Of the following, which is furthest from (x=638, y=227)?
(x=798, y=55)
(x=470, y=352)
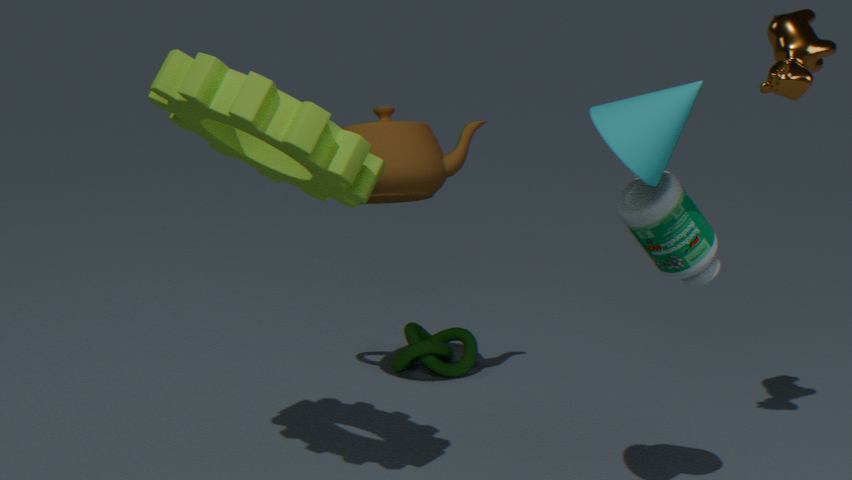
(x=470, y=352)
